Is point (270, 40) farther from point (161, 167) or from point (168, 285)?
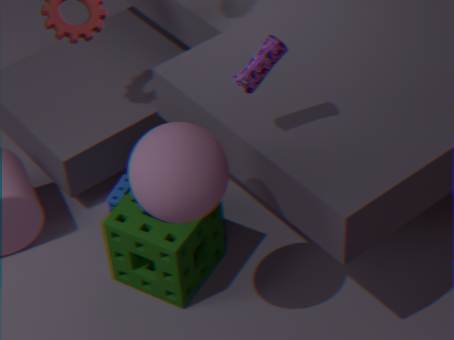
point (168, 285)
